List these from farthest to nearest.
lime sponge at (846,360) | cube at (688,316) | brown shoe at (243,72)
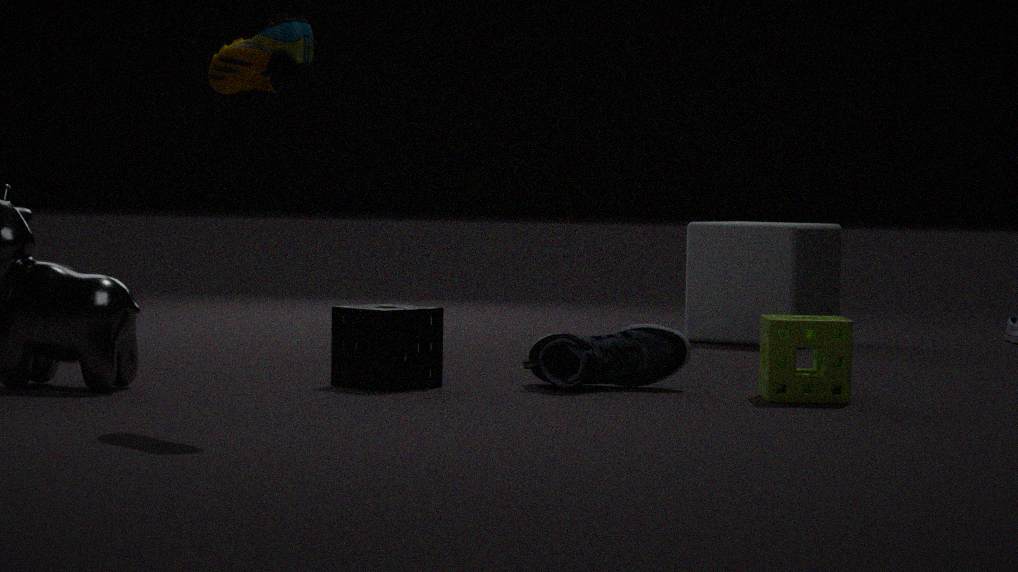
cube at (688,316) < lime sponge at (846,360) < brown shoe at (243,72)
